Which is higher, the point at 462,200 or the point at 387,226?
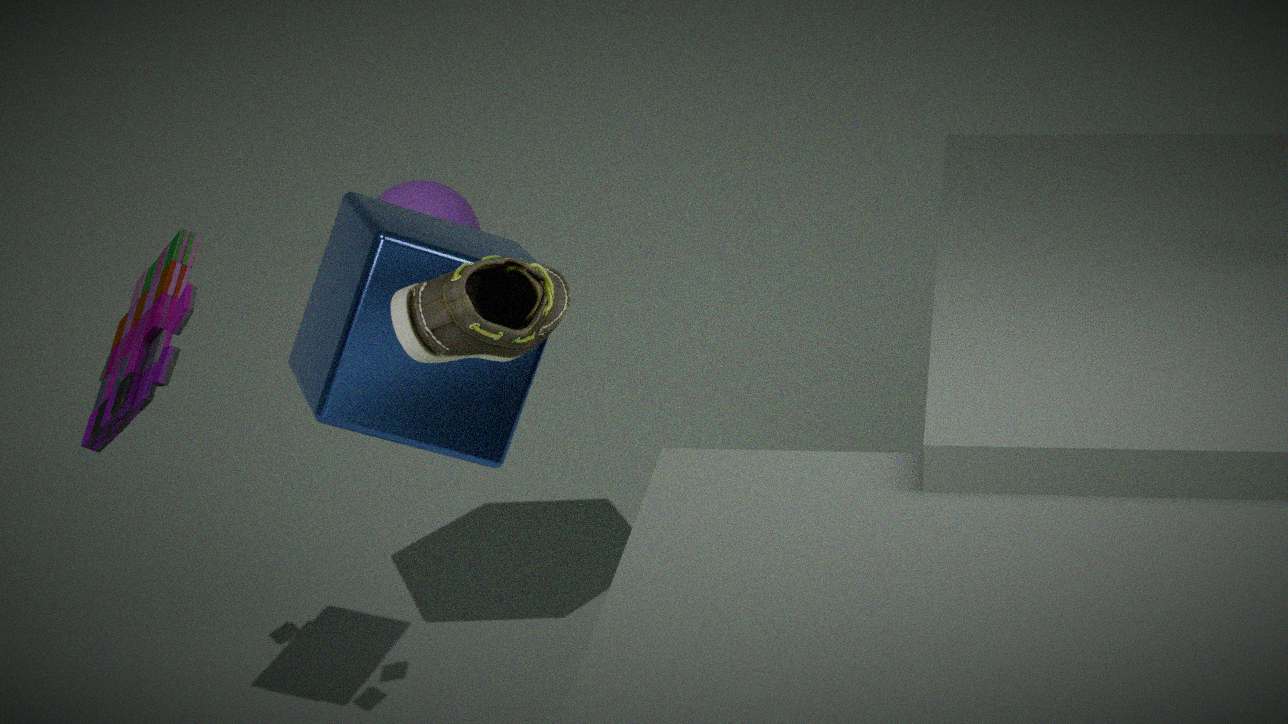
the point at 387,226
